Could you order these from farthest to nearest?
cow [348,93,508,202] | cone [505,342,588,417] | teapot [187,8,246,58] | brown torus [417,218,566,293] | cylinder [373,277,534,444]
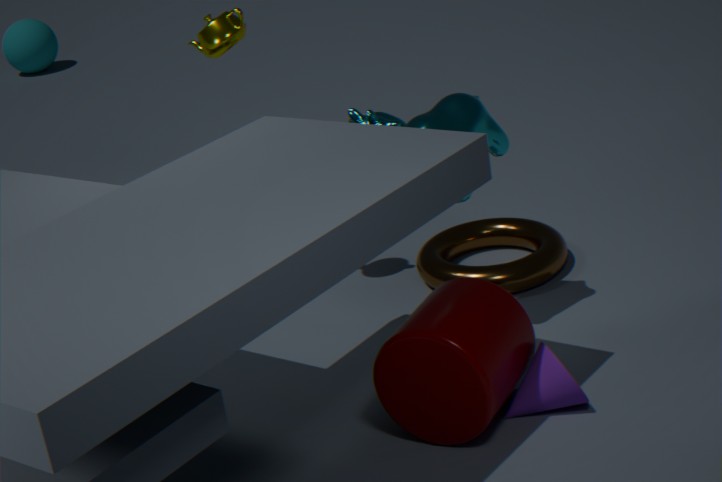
1. brown torus [417,218,566,293]
2. teapot [187,8,246,58]
3. cow [348,93,508,202]
4. cone [505,342,588,417]
5. cylinder [373,277,534,444]
